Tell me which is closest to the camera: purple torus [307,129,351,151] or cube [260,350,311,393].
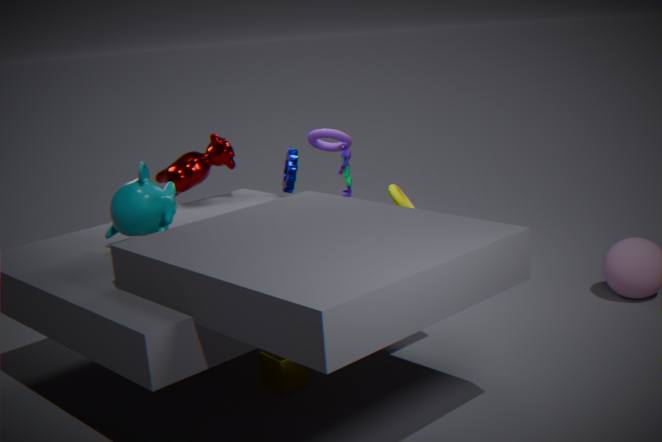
cube [260,350,311,393]
